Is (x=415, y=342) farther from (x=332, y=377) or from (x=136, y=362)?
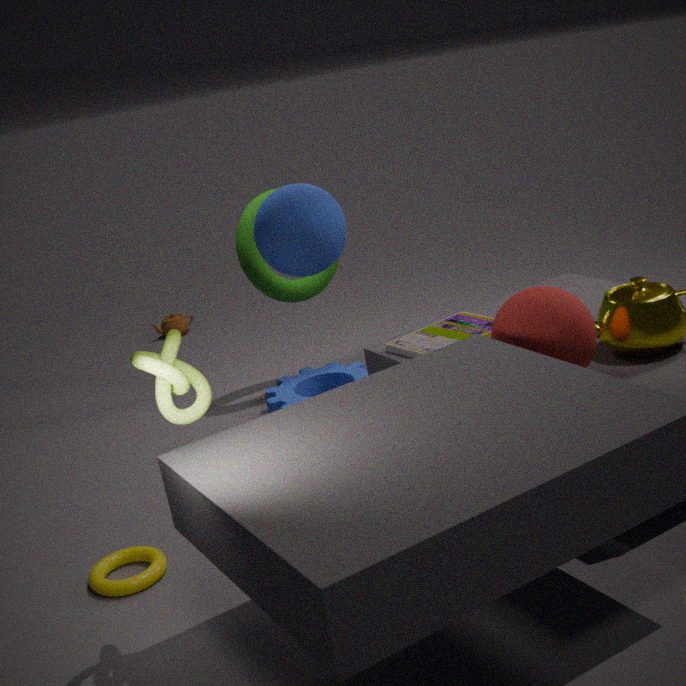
(x=136, y=362)
